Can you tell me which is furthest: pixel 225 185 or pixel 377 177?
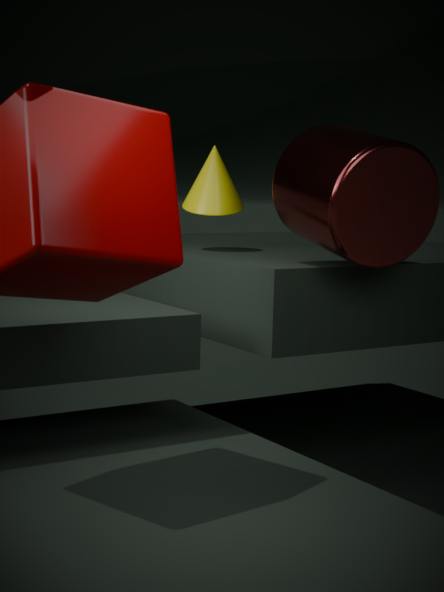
pixel 225 185
